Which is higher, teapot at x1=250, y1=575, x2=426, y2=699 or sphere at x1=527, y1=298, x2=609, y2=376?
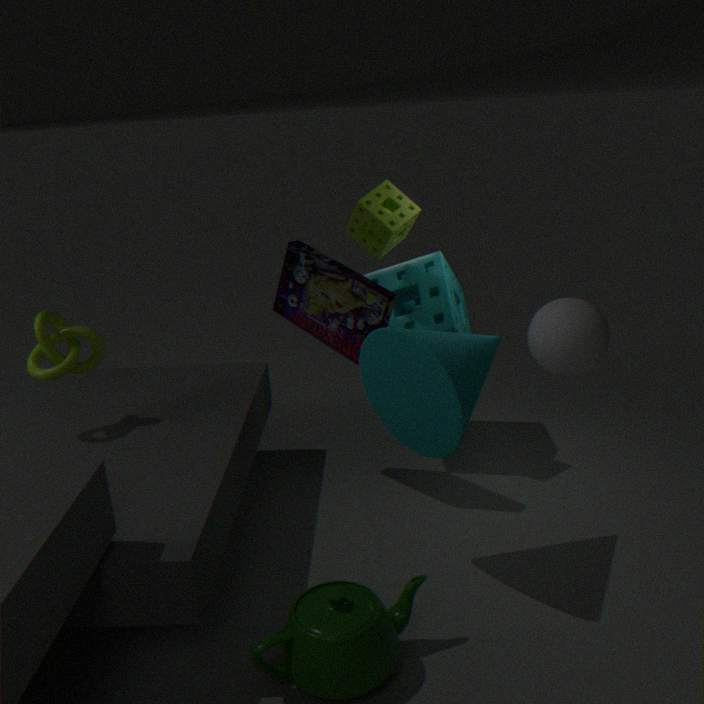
sphere at x1=527, y1=298, x2=609, y2=376
